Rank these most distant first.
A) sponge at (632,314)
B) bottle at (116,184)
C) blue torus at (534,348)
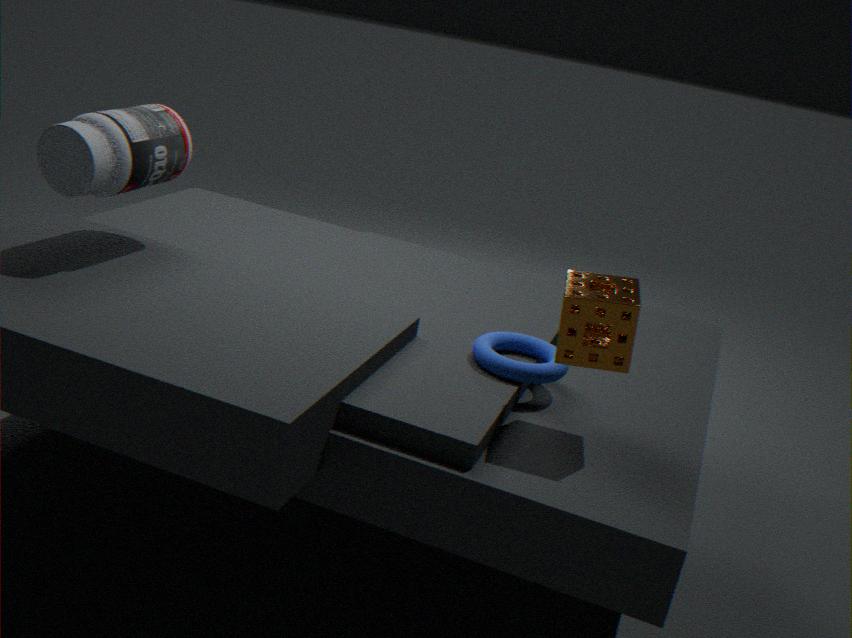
blue torus at (534,348) → bottle at (116,184) → sponge at (632,314)
